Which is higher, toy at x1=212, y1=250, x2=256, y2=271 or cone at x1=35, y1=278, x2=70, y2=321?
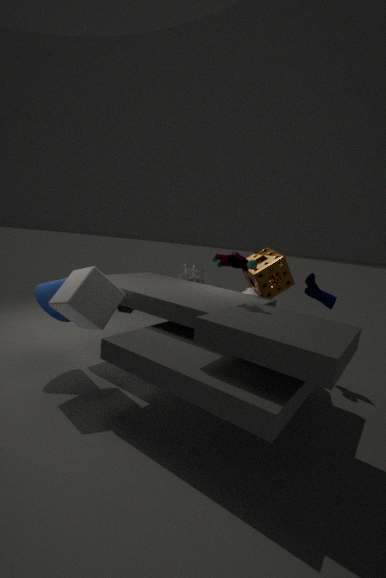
toy at x1=212, y1=250, x2=256, y2=271
